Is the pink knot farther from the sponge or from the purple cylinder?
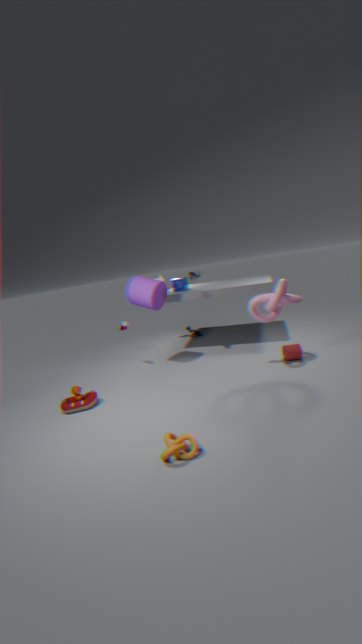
the sponge
